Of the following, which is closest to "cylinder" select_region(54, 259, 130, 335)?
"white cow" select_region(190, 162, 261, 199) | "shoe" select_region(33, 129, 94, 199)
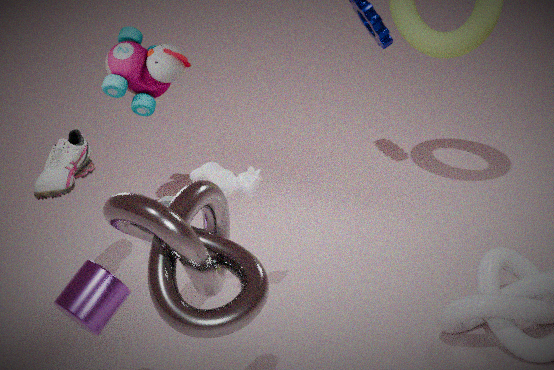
"white cow" select_region(190, 162, 261, 199)
